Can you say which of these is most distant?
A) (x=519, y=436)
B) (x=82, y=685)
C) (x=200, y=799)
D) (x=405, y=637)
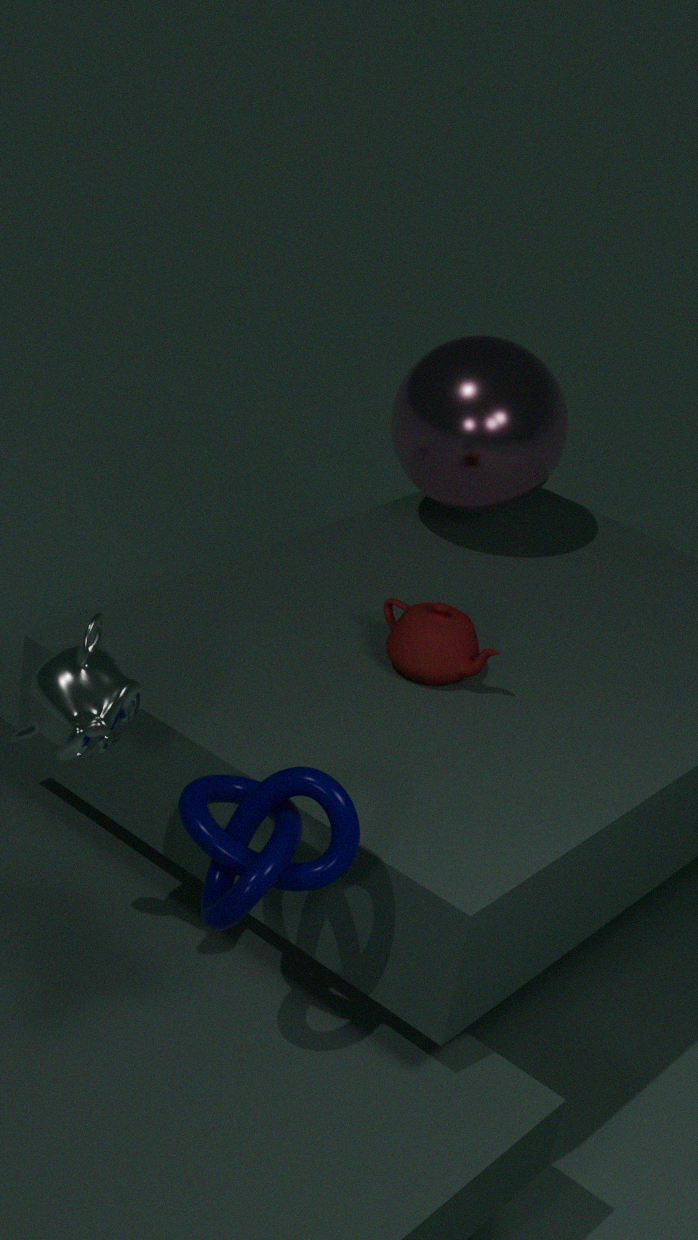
(x=519, y=436)
